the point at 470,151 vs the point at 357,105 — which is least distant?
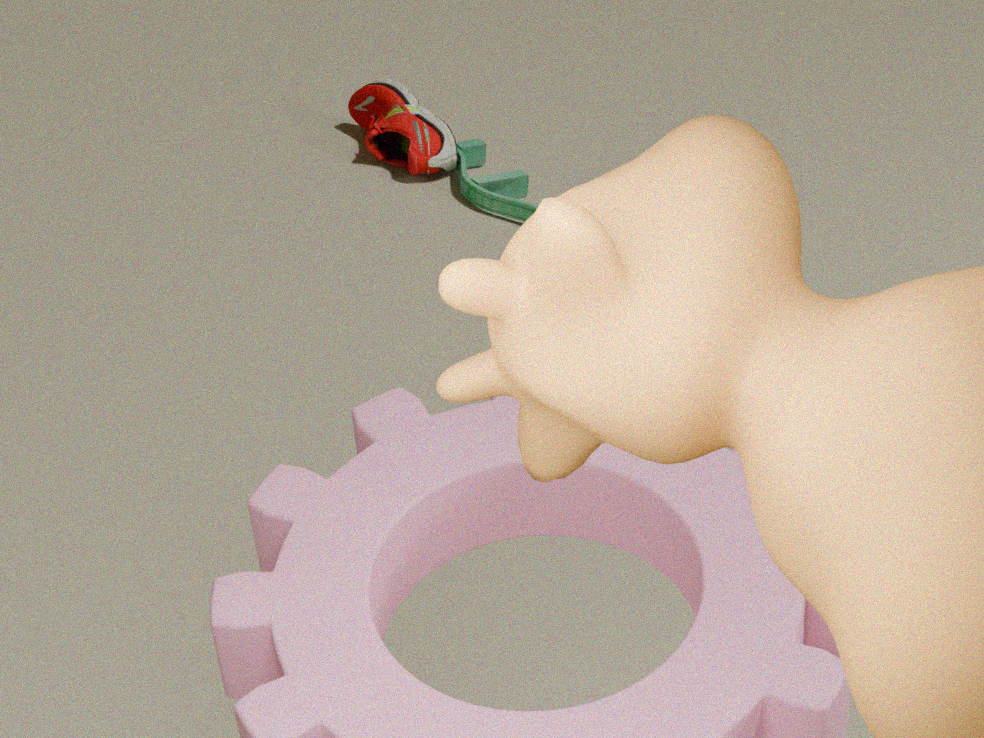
the point at 470,151
